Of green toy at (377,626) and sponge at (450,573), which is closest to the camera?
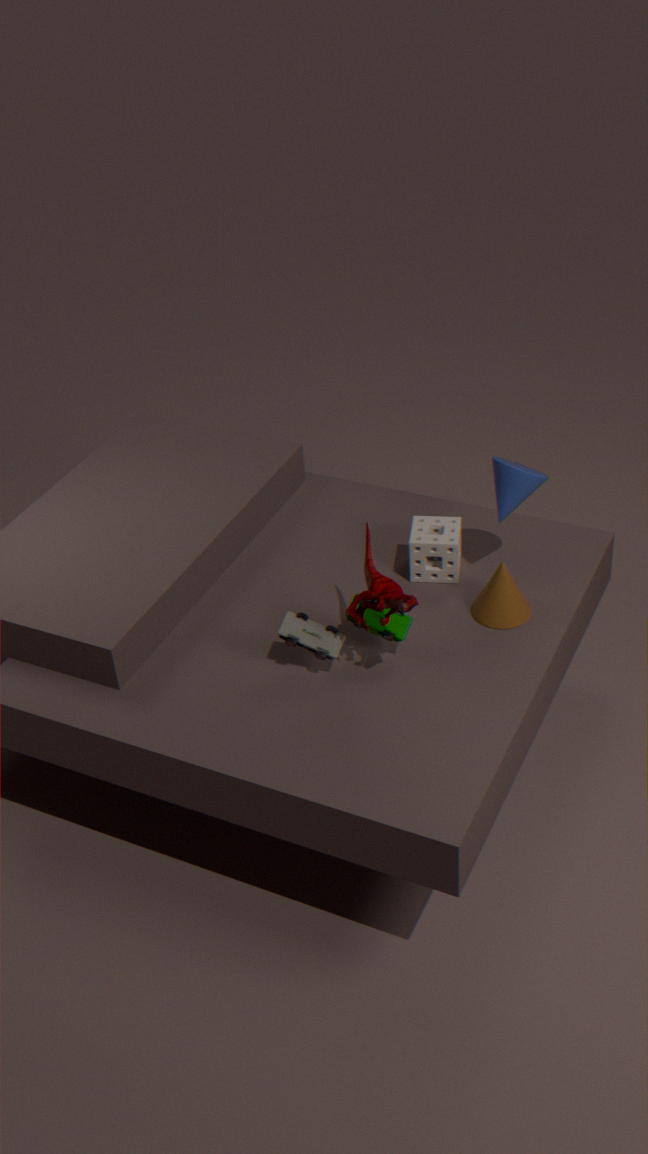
green toy at (377,626)
